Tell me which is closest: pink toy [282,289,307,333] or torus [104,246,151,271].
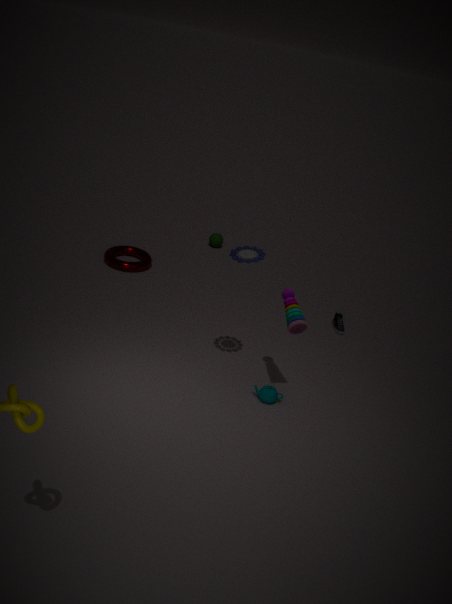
pink toy [282,289,307,333]
